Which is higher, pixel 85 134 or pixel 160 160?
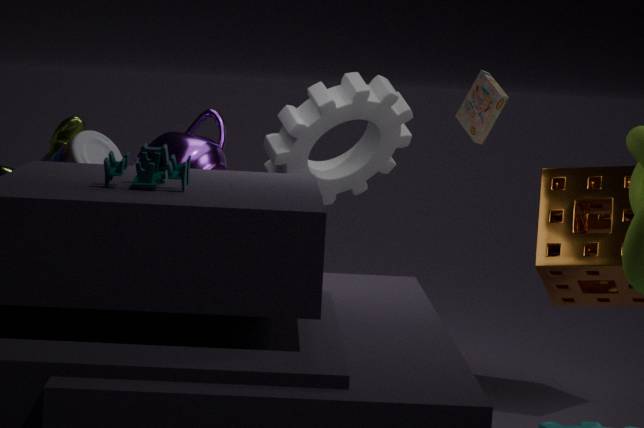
pixel 160 160
